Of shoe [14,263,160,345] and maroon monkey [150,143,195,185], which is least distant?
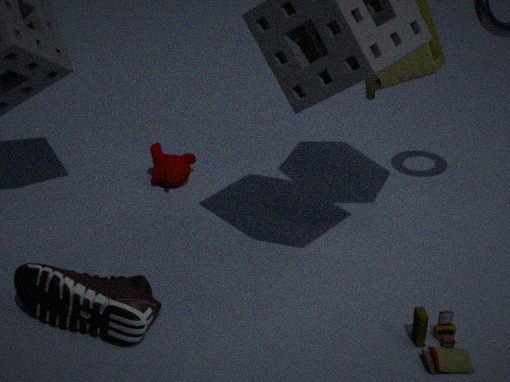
shoe [14,263,160,345]
